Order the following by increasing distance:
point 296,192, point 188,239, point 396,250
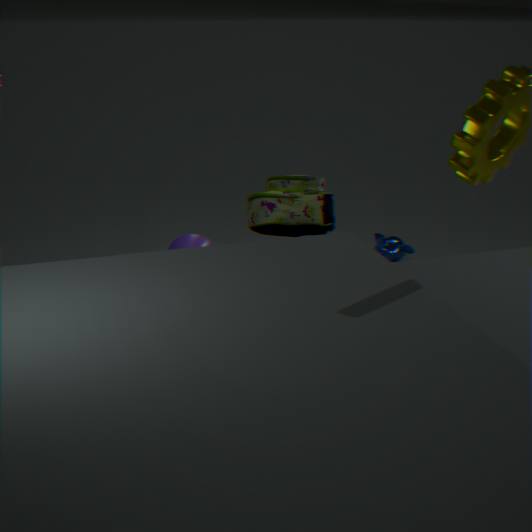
point 188,239 < point 296,192 < point 396,250
